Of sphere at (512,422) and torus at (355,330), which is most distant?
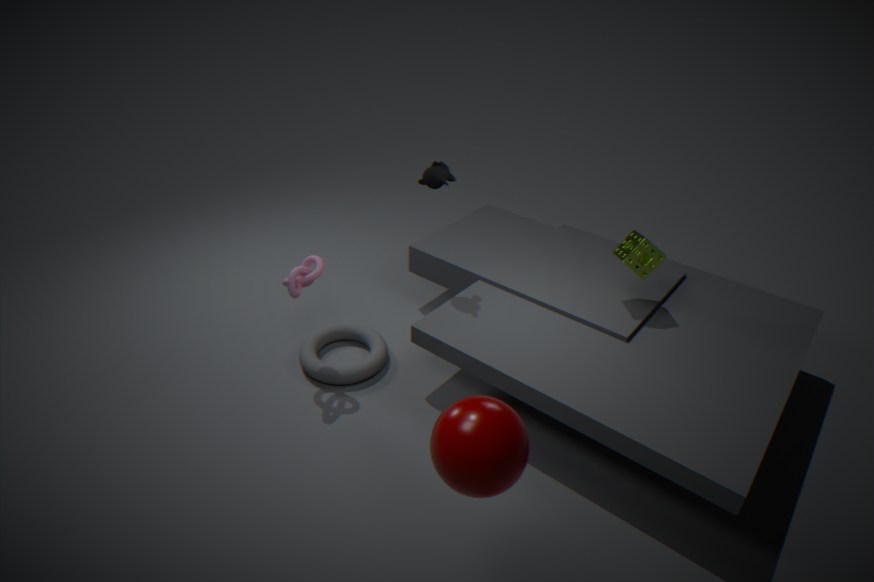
torus at (355,330)
